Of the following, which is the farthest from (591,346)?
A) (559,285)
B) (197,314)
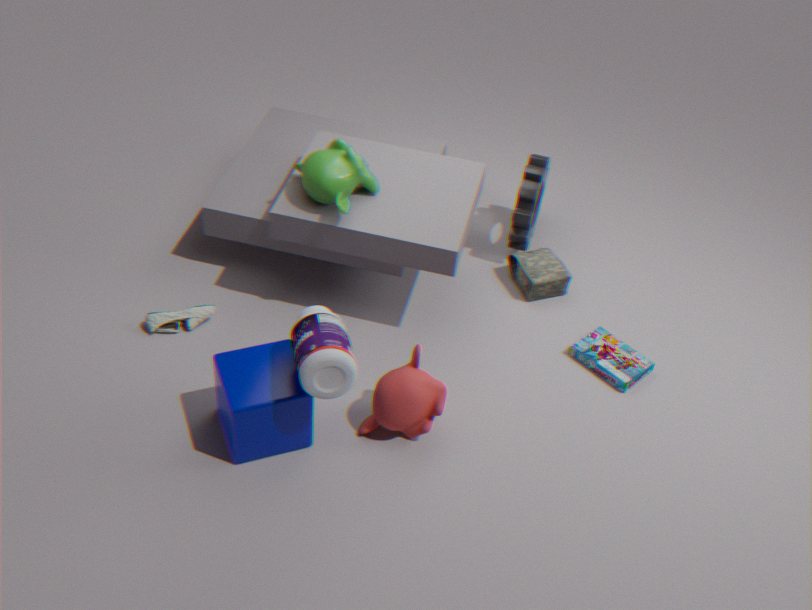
(197,314)
